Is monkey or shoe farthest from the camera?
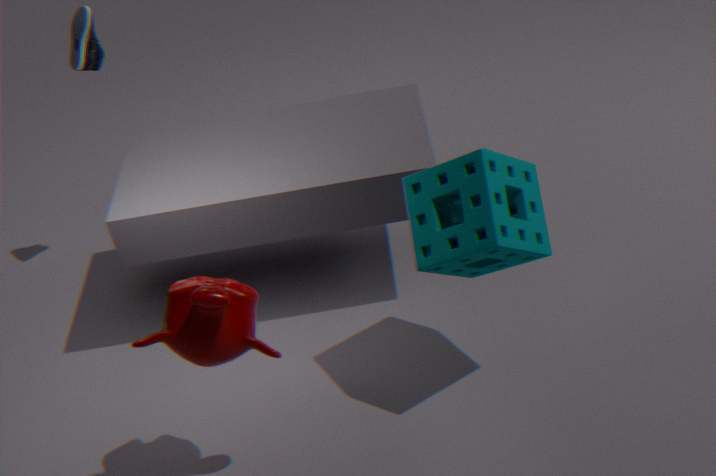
shoe
